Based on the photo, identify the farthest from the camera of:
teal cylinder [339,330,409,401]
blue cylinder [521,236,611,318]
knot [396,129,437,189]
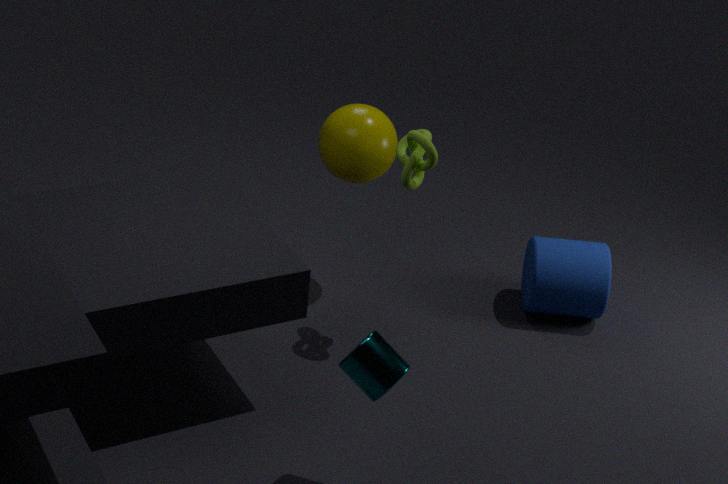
blue cylinder [521,236,611,318]
